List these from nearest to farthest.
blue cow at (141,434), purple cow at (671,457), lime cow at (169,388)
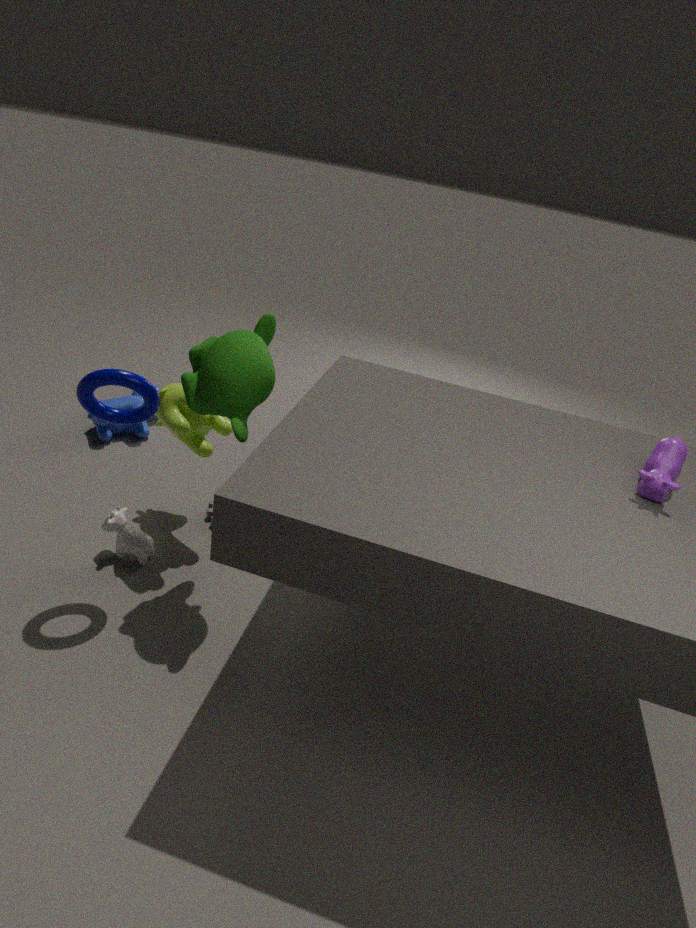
purple cow at (671,457), lime cow at (169,388), blue cow at (141,434)
